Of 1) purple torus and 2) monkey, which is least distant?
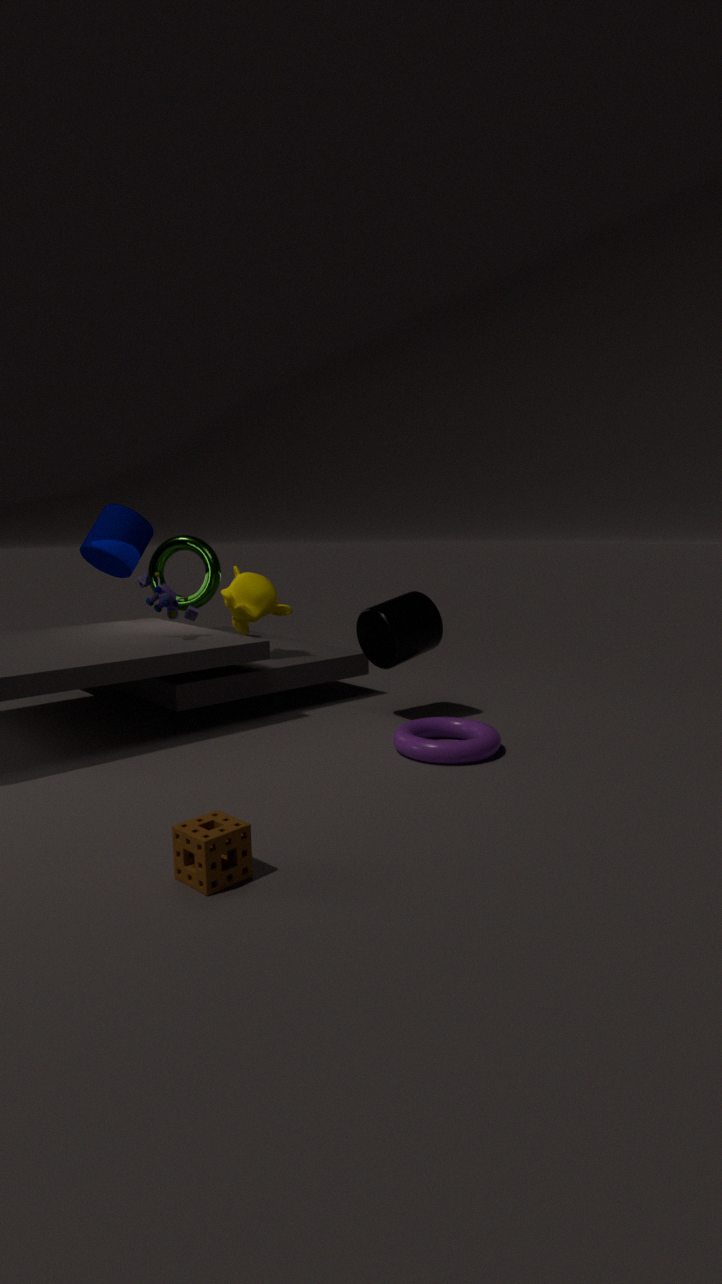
1. purple torus
